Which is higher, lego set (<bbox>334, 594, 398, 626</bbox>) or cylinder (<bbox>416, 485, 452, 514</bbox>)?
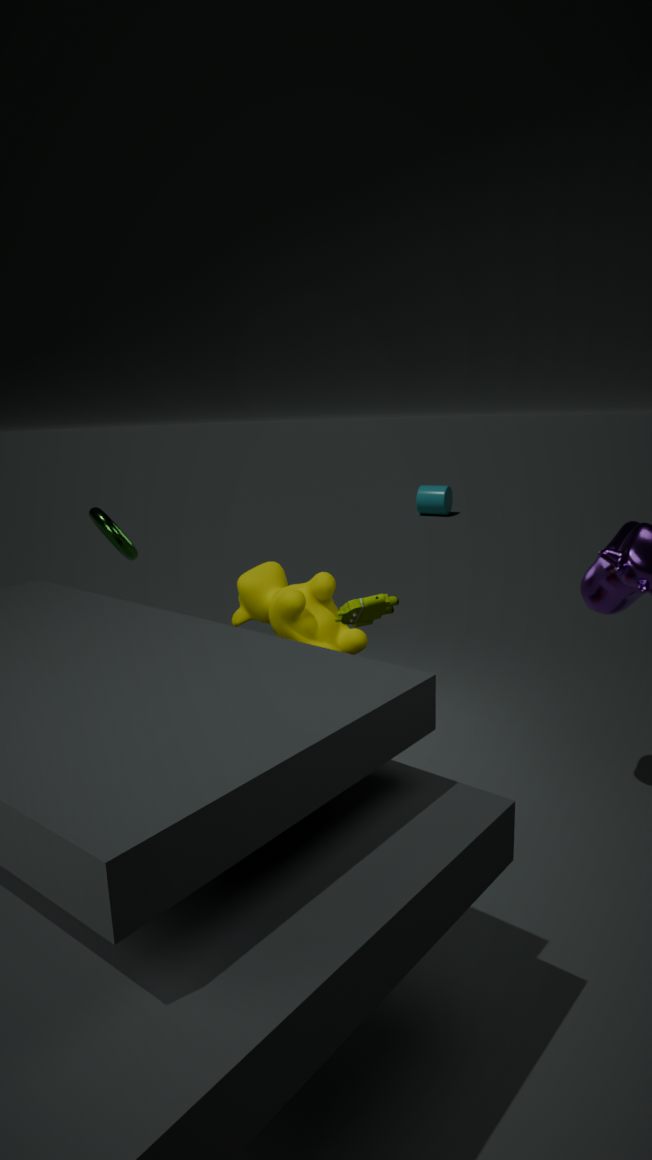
lego set (<bbox>334, 594, 398, 626</bbox>)
